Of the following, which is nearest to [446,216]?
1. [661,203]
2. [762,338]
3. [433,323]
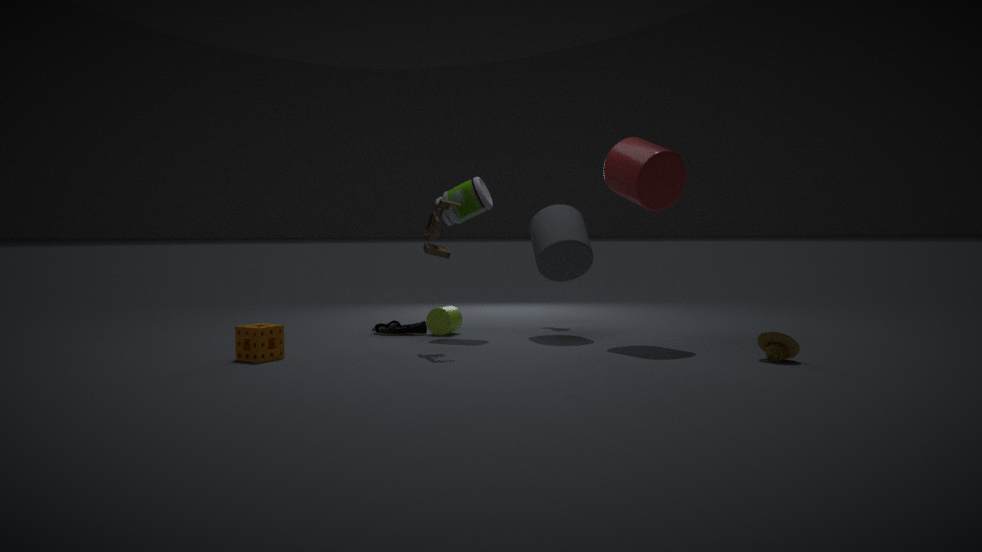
[433,323]
